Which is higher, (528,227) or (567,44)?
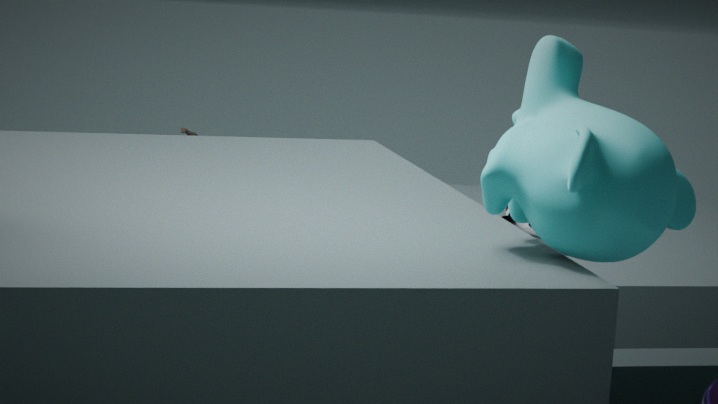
→ (567,44)
